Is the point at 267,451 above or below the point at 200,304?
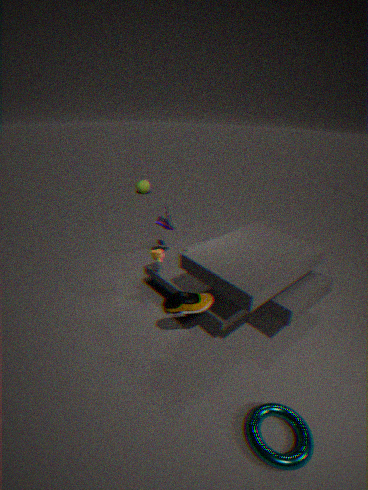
below
